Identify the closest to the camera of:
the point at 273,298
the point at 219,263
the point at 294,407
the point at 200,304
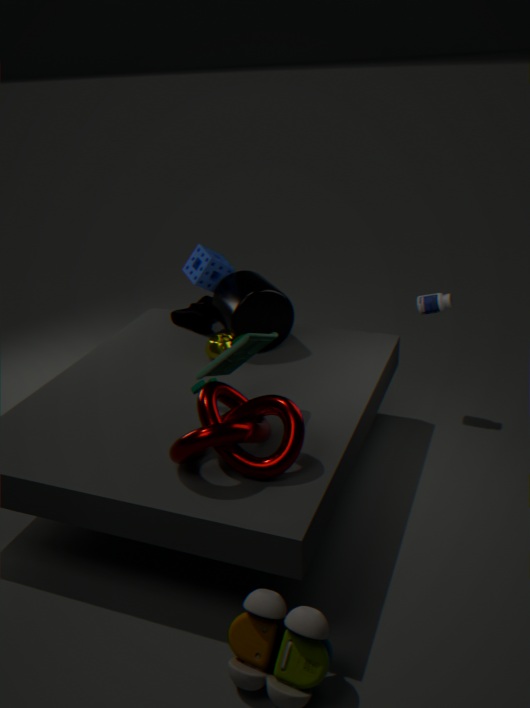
the point at 294,407
